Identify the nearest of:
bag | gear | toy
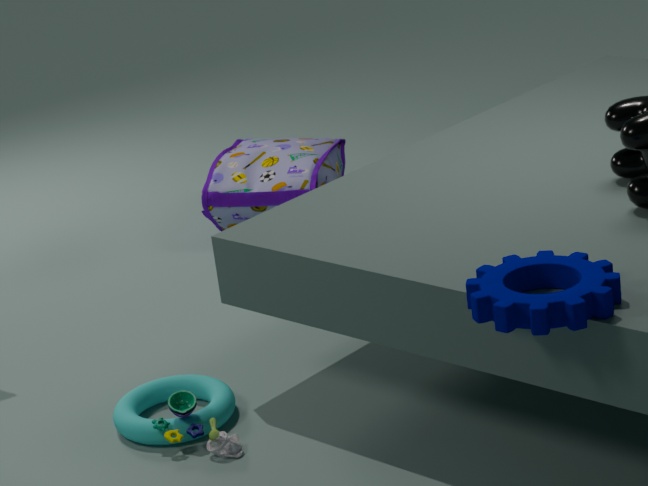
gear
